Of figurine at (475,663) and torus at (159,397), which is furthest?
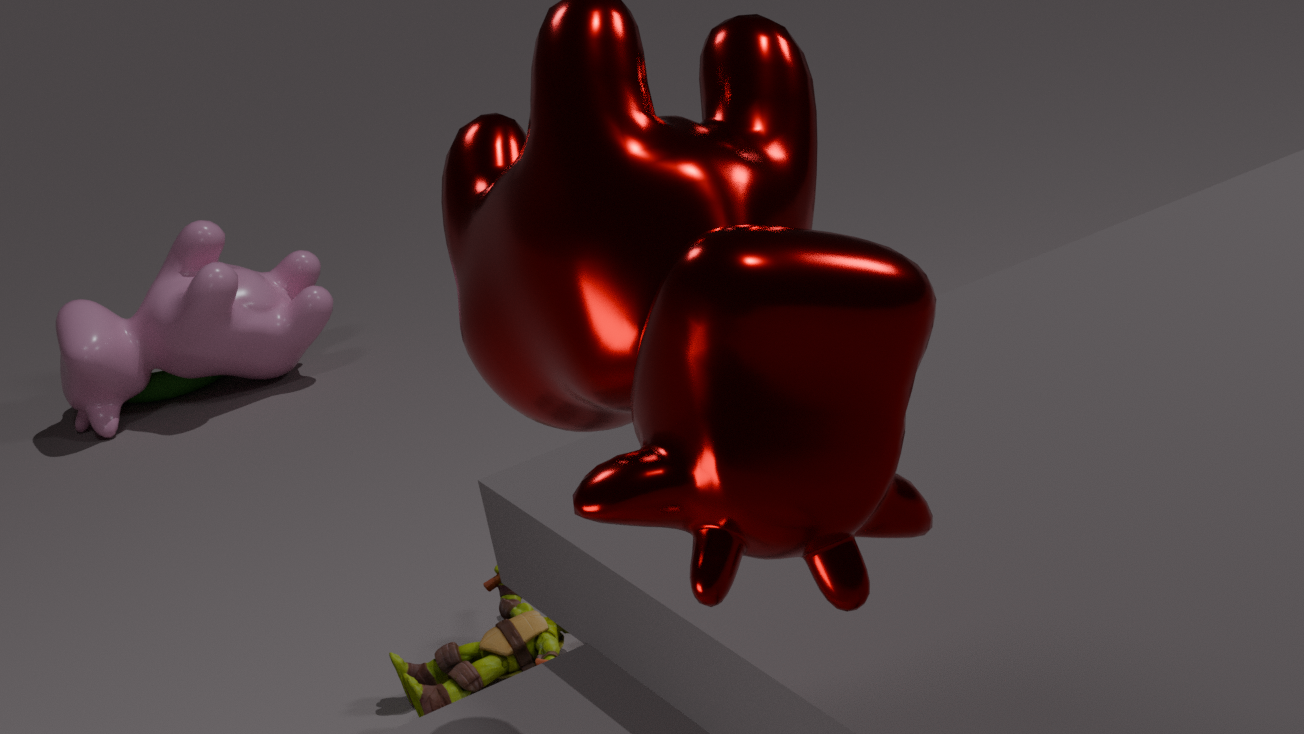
torus at (159,397)
